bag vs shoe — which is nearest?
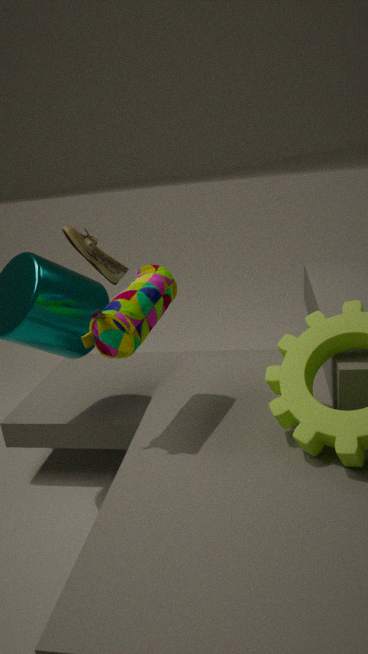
bag
